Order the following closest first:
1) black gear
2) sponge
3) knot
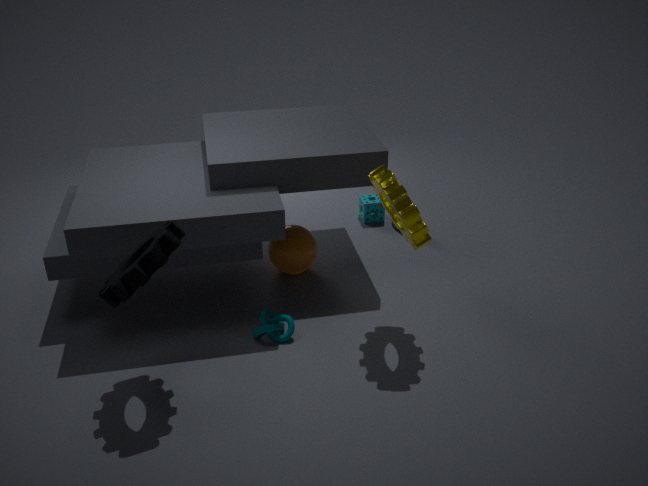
1. black gear
3. knot
2. sponge
